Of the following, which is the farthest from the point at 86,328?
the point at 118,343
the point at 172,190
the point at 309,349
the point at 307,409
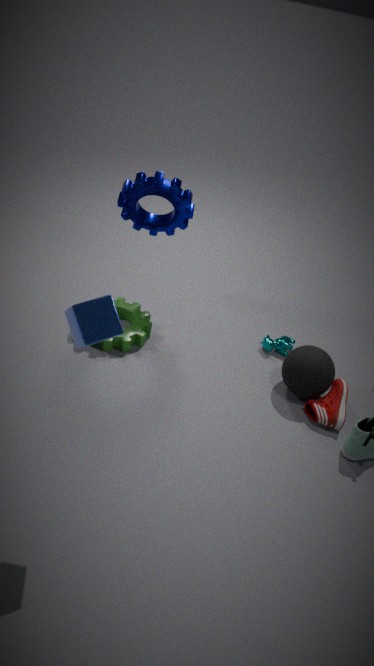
the point at 307,409
